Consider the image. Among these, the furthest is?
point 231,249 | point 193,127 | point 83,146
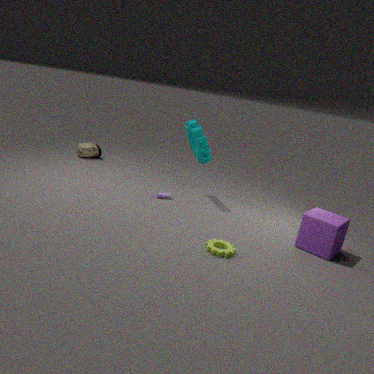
point 83,146
